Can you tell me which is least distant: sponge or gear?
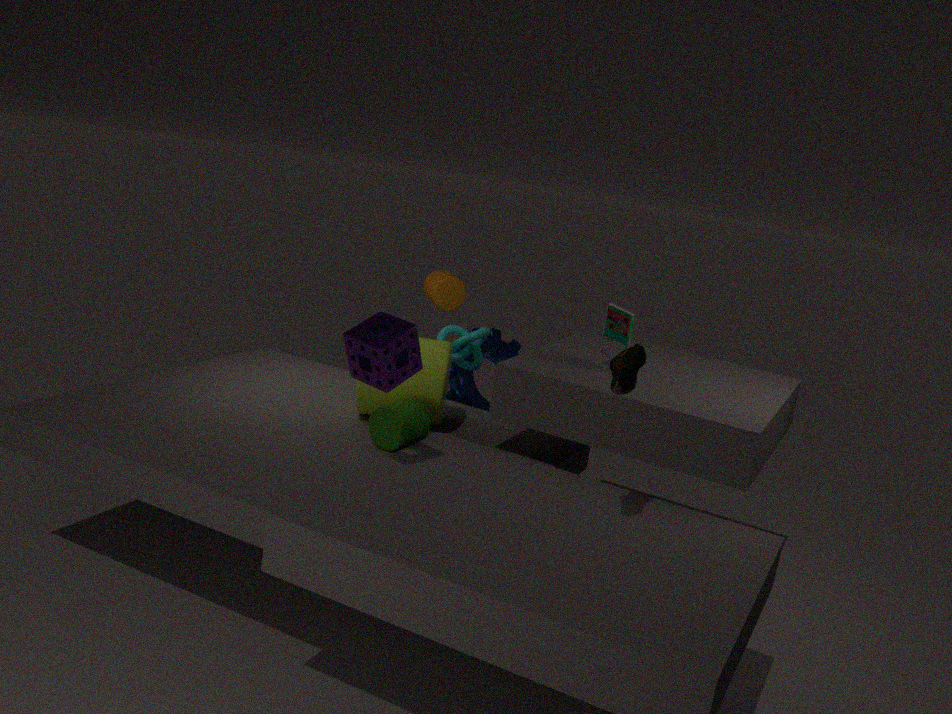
sponge
